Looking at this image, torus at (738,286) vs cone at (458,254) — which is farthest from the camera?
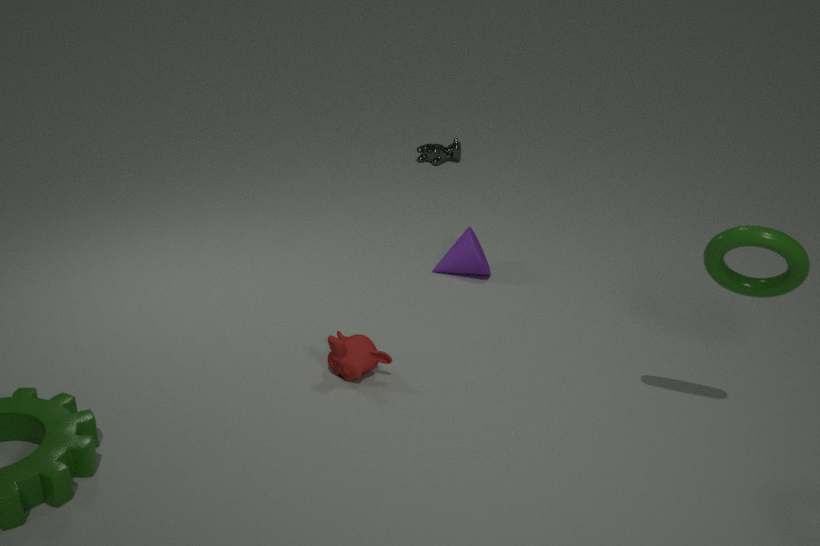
cone at (458,254)
